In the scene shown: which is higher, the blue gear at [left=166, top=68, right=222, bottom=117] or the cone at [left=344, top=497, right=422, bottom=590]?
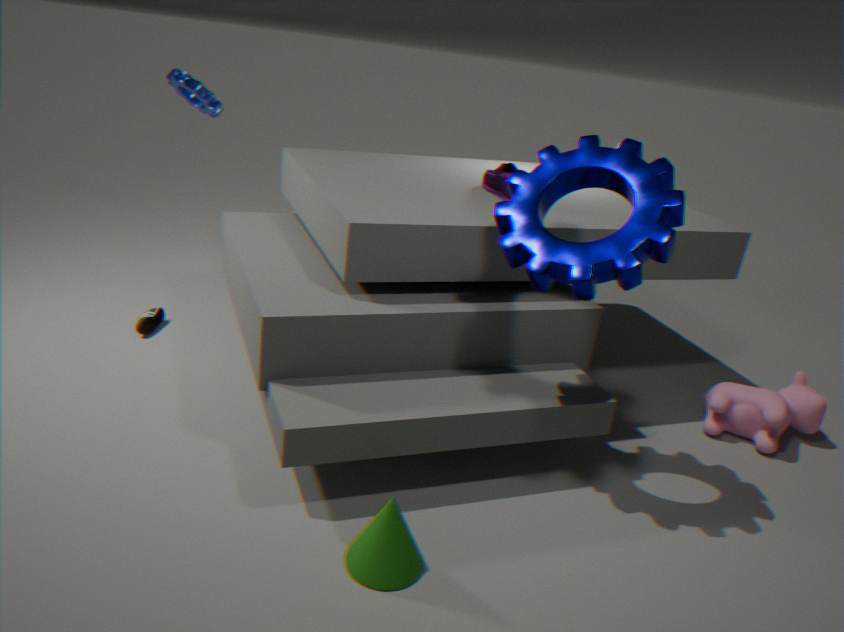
the blue gear at [left=166, top=68, right=222, bottom=117]
